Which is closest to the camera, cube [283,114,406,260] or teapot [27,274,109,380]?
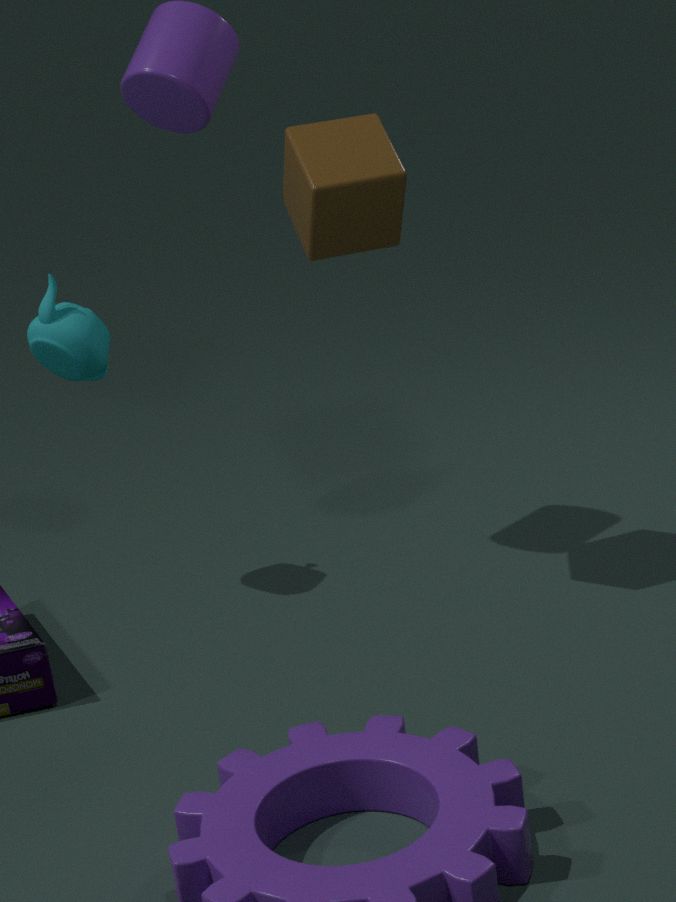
cube [283,114,406,260]
